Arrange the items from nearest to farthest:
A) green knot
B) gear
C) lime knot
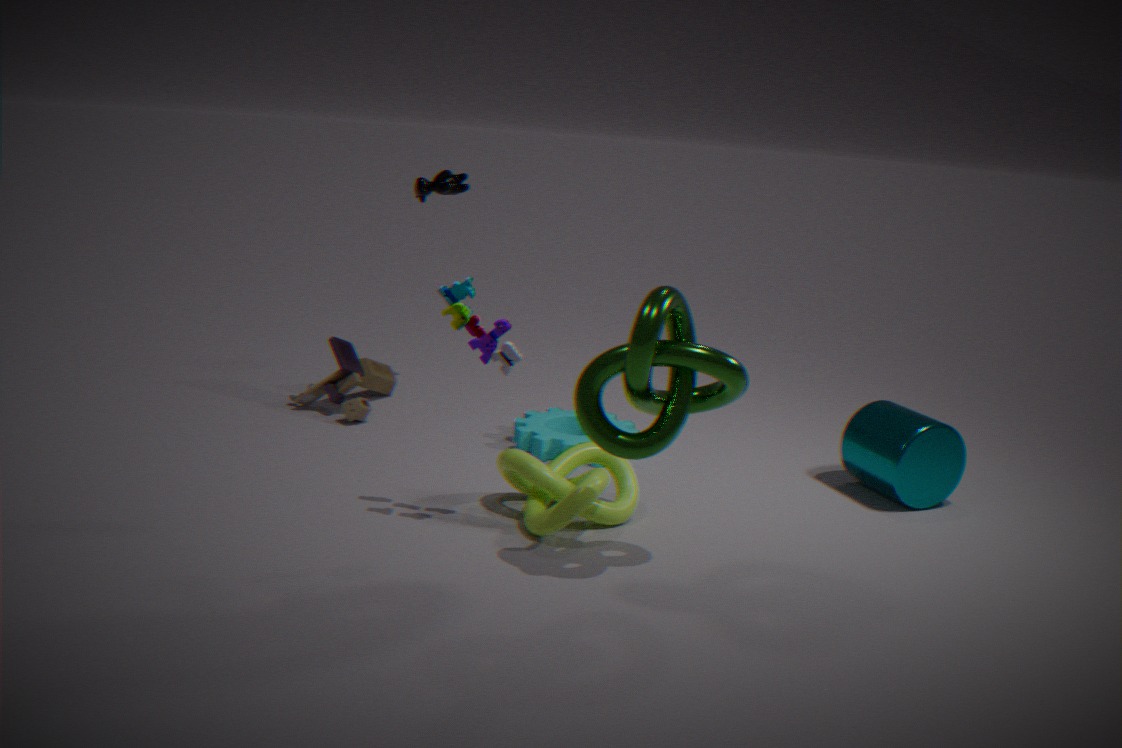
green knot → lime knot → gear
